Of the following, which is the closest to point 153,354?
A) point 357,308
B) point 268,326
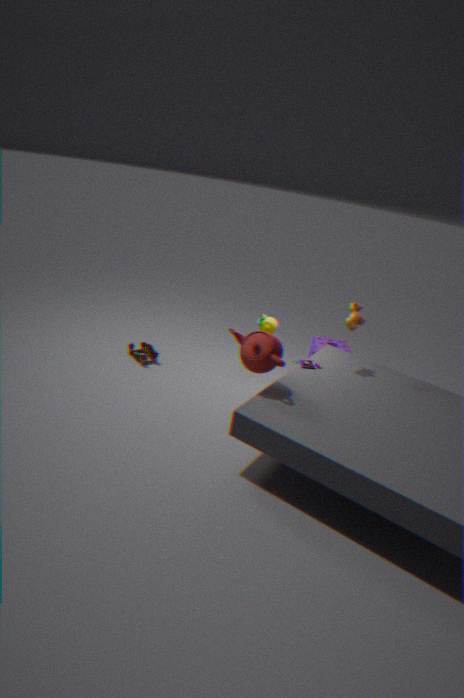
point 268,326
